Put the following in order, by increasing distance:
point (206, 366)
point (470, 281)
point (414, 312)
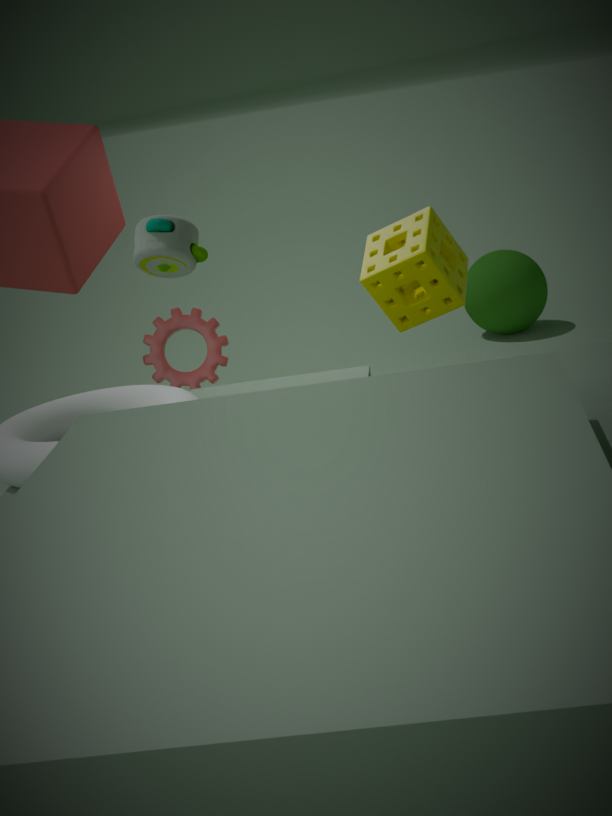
point (414, 312) → point (206, 366) → point (470, 281)
